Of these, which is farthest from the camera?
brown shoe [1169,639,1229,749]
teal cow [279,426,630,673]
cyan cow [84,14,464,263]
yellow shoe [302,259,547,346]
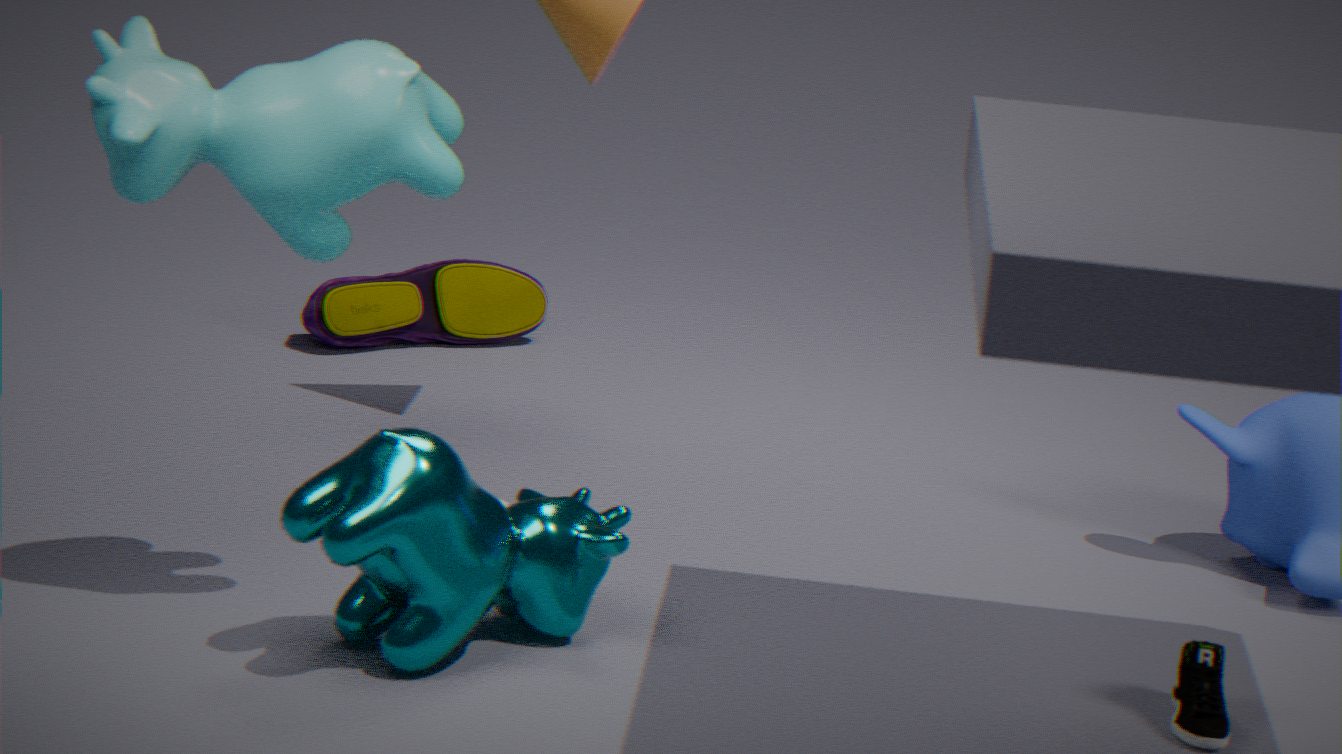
yellow shoe [302,259,547,346]
